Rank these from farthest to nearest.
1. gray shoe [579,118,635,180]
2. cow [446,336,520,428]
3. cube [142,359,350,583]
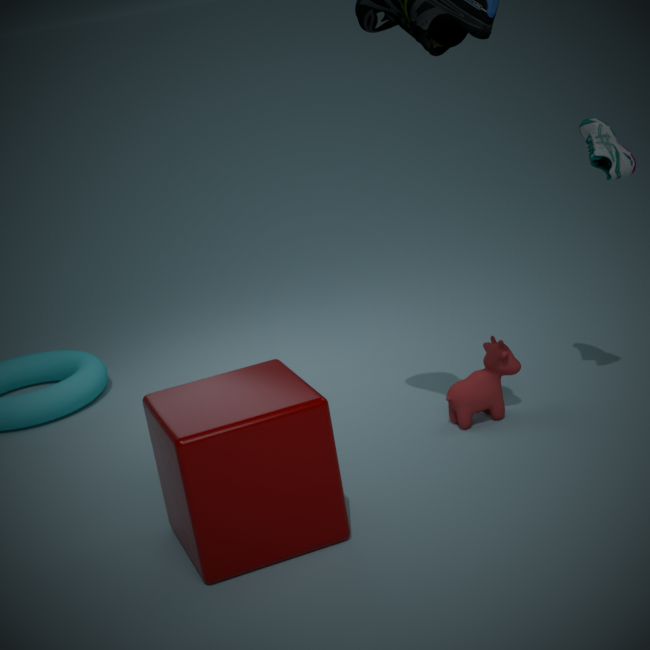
cow [446,336,520,428] < gray shoe [579,118,635,180] < cube [142,359,350,583]
